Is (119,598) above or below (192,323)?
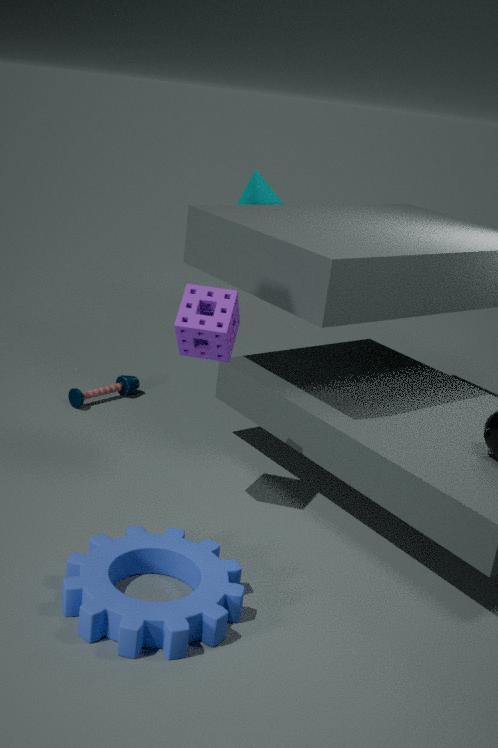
below
